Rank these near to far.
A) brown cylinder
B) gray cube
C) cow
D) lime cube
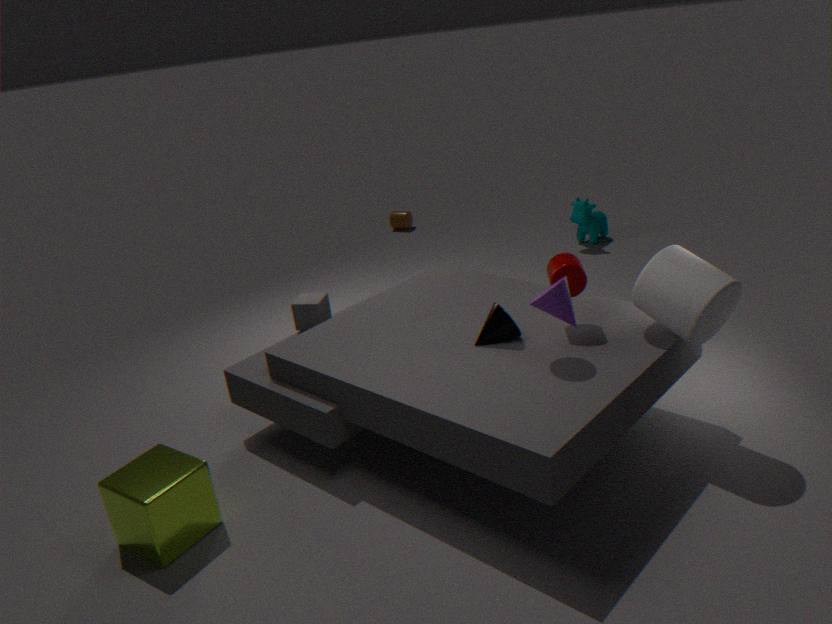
lime cube → gray cube → cow → brown cylinder
